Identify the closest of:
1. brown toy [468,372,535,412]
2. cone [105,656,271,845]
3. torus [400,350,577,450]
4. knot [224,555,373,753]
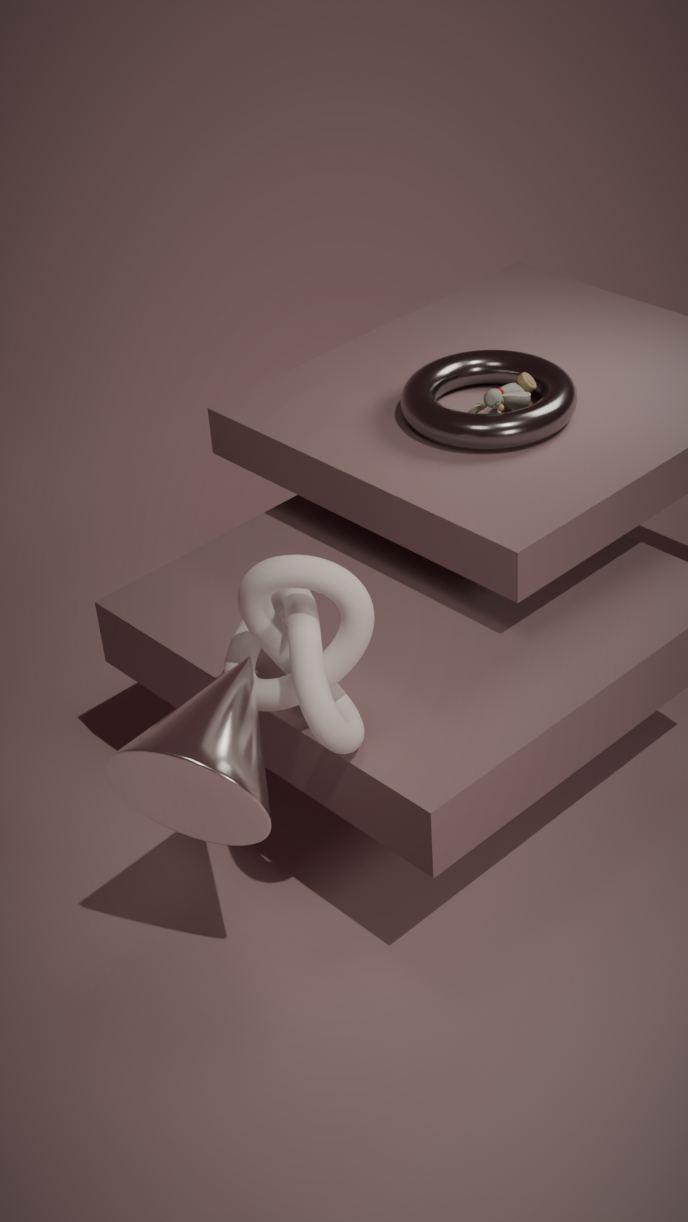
cone [105,656,271,845]
